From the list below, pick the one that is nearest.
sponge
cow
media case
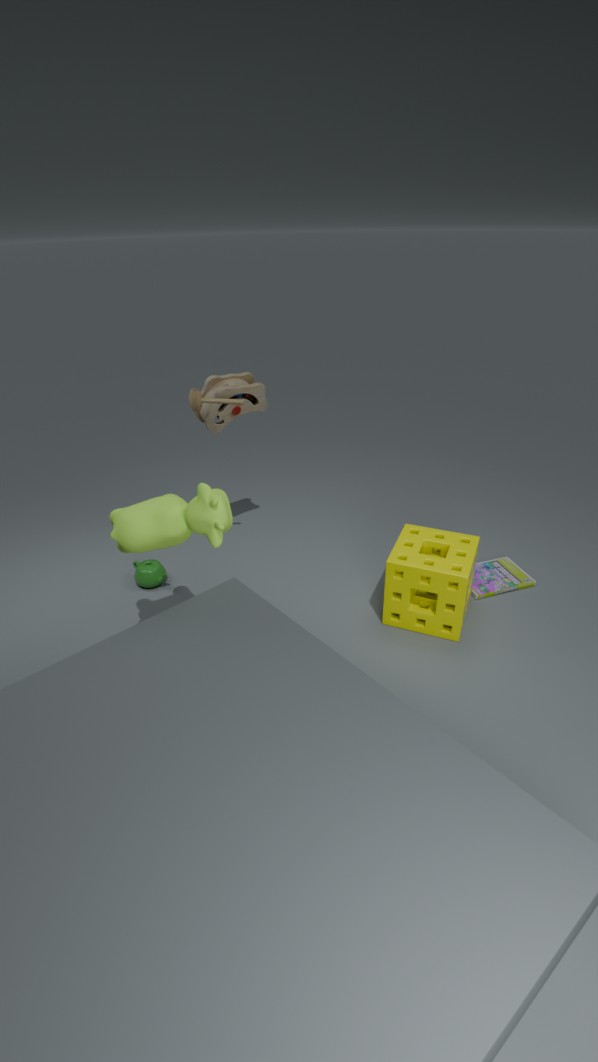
cow
